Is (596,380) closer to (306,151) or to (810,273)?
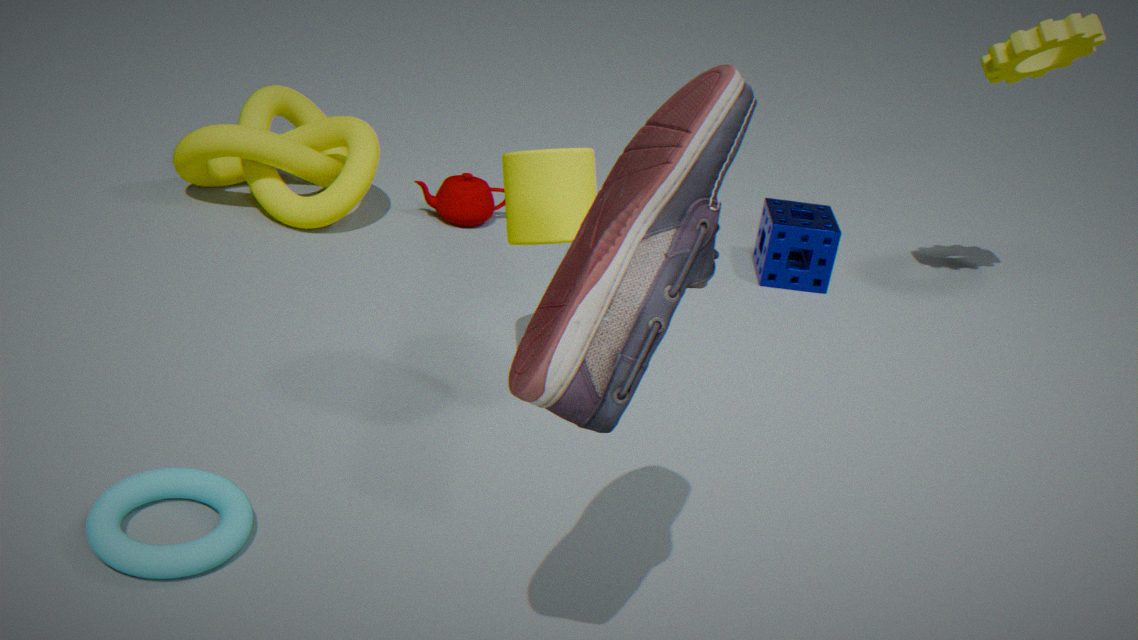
(810,273)
